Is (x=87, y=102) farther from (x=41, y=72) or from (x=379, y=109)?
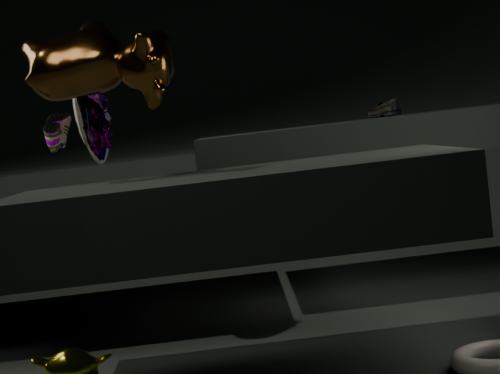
(x=379, y=109)
